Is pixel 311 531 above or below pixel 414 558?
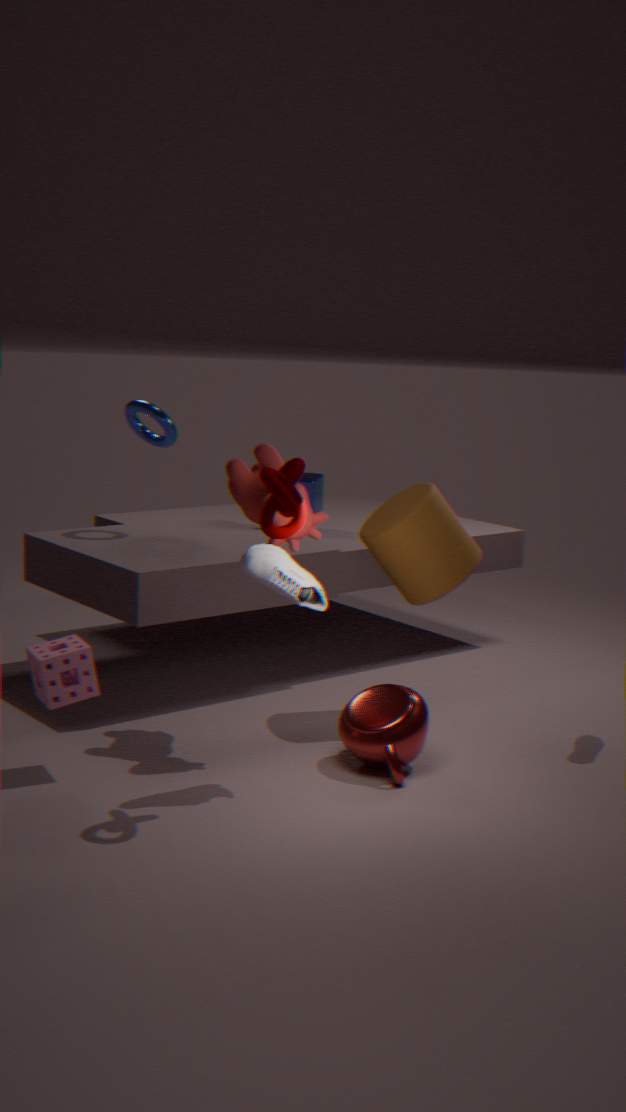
above
